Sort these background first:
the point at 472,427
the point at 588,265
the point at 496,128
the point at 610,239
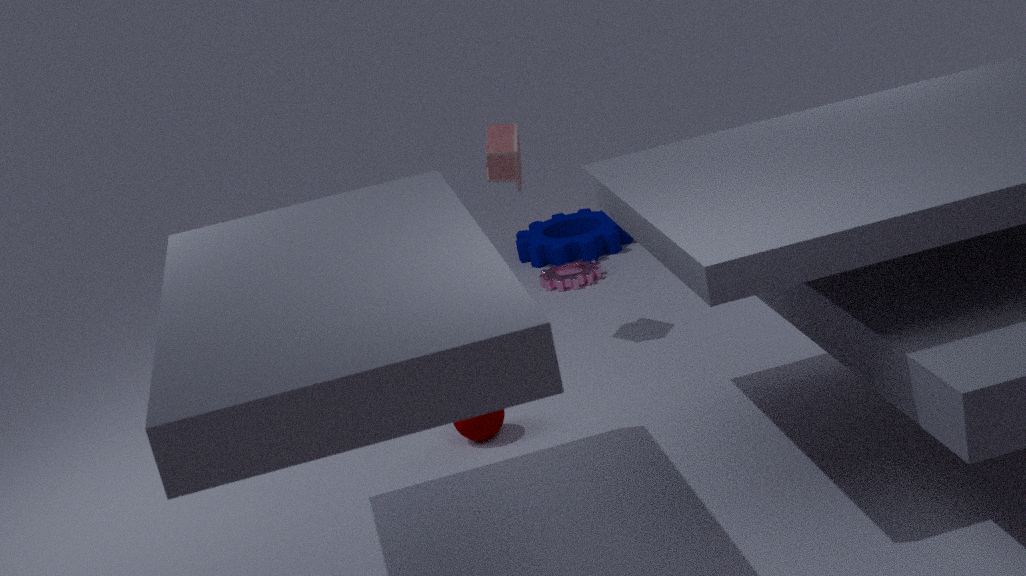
the point at 610,239
the point at 588,265
the point at 496,128
the point at 472,427
